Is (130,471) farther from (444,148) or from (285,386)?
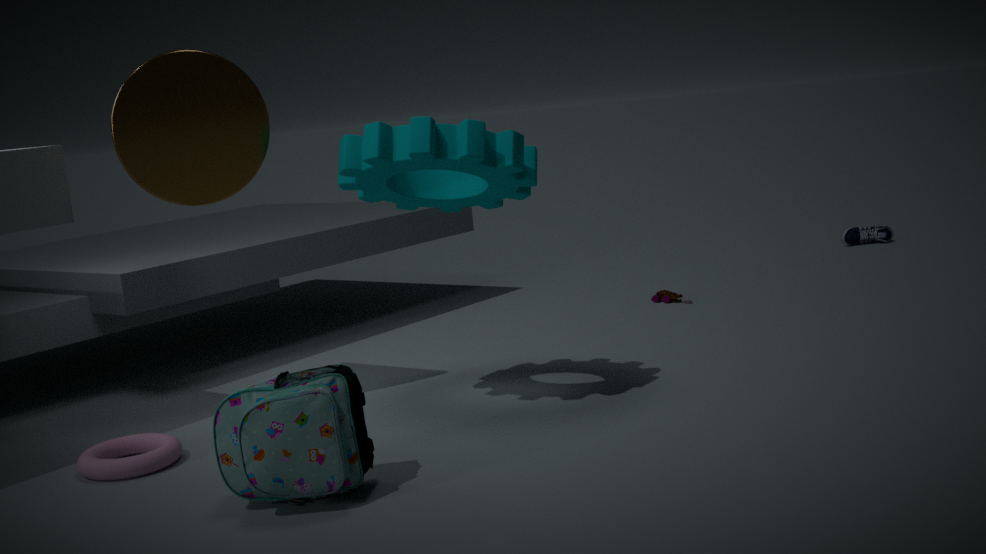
(444,148)
